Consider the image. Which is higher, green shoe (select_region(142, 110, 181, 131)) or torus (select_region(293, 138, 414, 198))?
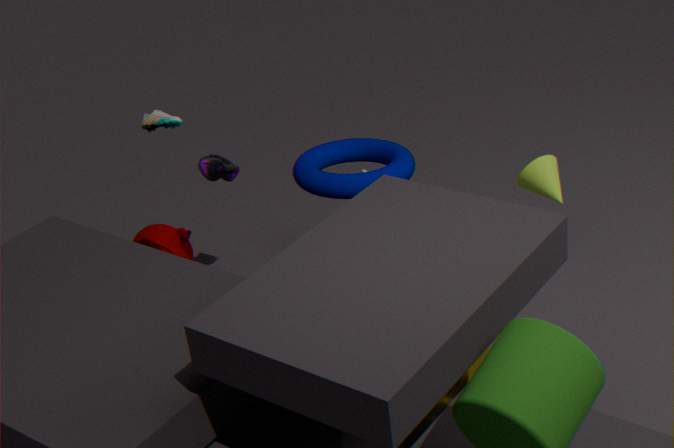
green shoe (select_region(142, 110, 181, 131))
